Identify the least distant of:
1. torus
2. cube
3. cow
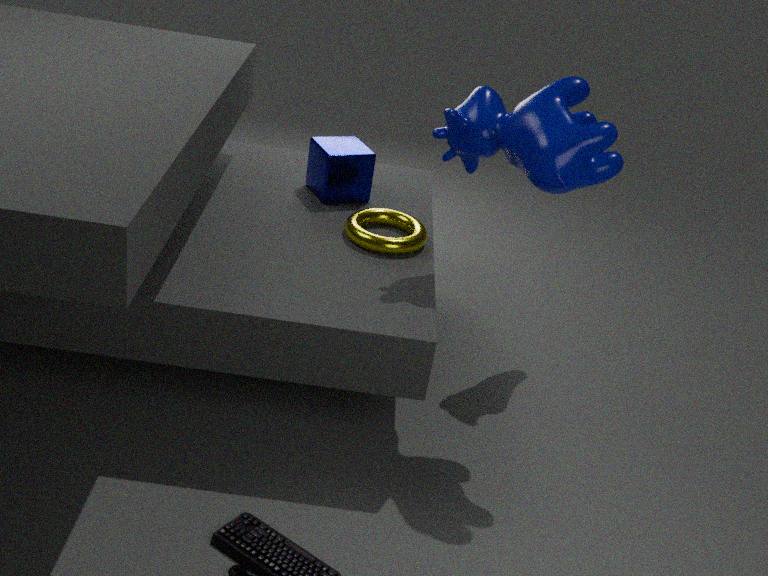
cow
